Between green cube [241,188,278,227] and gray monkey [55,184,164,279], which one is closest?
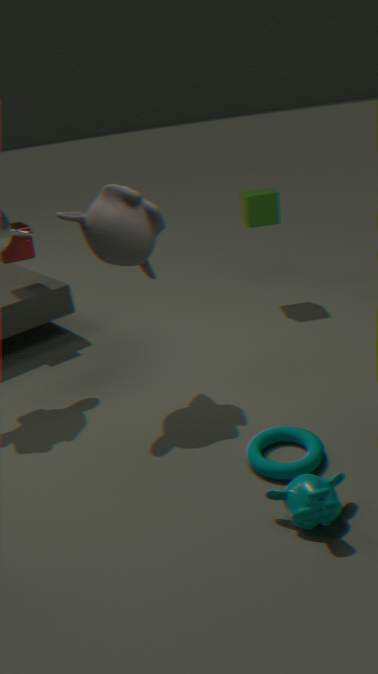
gray monkey [55,184,164,279]
